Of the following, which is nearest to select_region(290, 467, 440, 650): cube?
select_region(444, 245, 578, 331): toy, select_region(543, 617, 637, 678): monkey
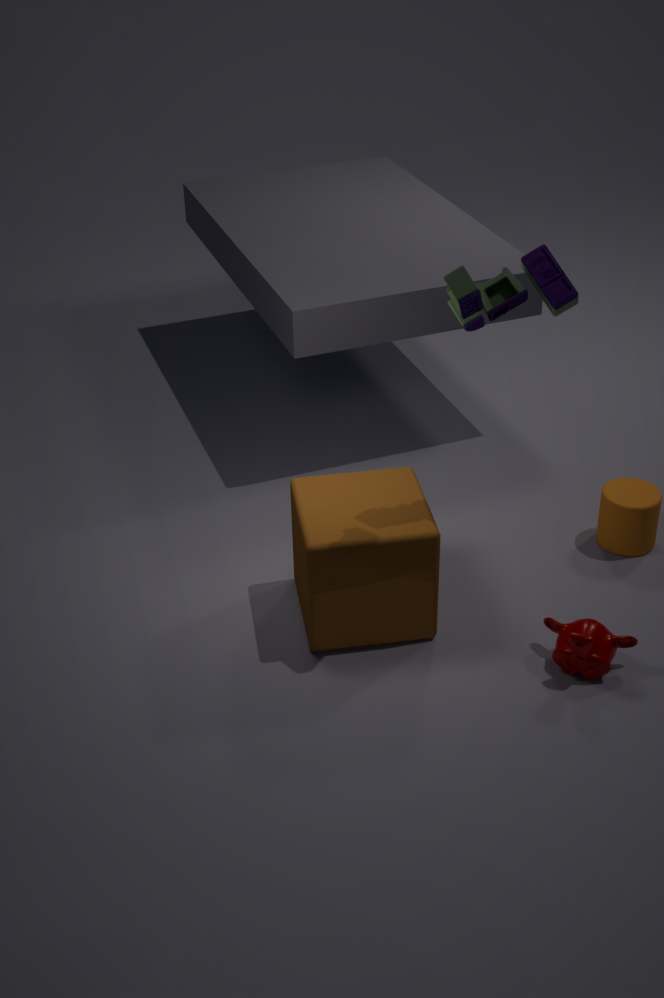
select_region(543, 617, 637, 678): monkey
